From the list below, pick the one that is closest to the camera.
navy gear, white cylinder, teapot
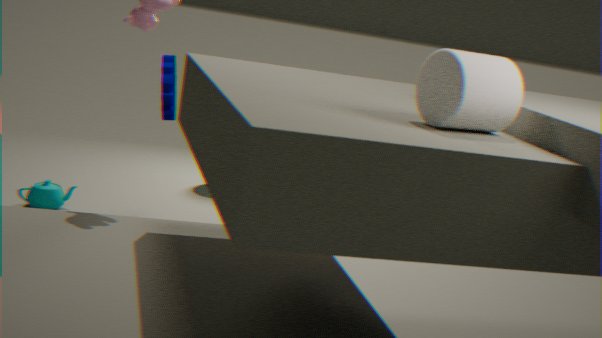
white cylinder
